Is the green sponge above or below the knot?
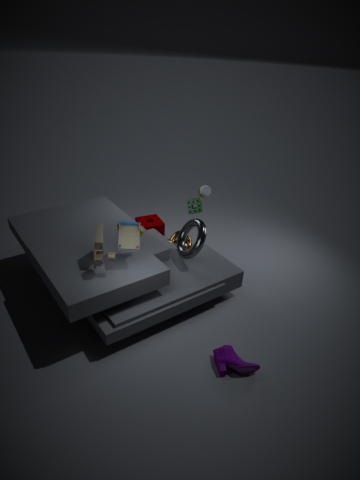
above
